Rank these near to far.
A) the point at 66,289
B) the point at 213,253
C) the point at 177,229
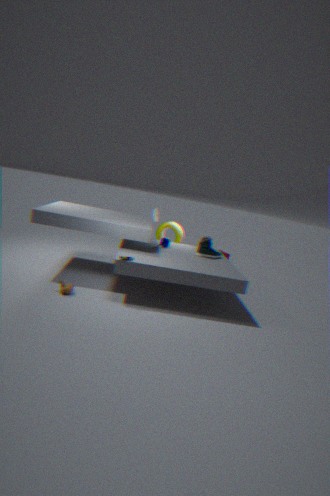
1. the point at 66,289
2. the point at 213,253
3. the point at 177,229
